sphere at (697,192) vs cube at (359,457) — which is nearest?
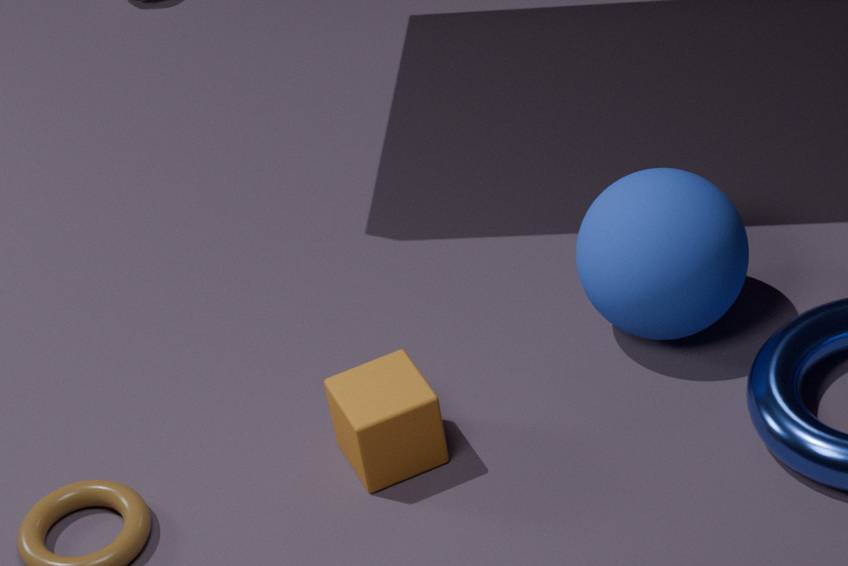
cube at (359,457)
